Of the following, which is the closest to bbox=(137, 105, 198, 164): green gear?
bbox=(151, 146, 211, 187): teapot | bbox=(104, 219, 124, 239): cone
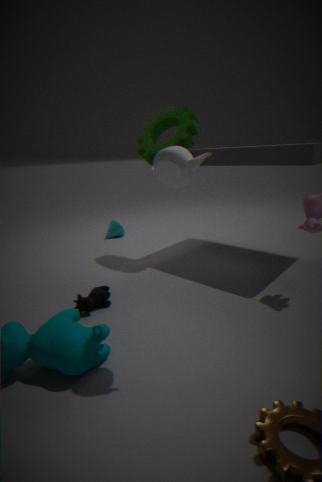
bbox=(104, 219, 124, 239): cone
